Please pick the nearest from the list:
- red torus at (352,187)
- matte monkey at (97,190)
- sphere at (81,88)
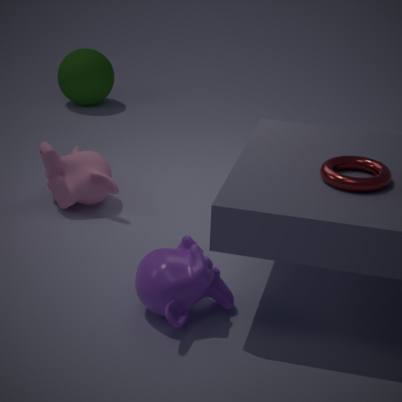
red torus at (352,187)
